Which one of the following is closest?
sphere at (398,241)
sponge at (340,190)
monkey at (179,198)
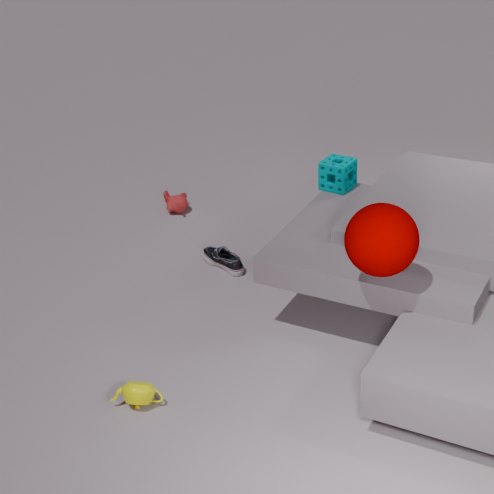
sphere at (398,241)
